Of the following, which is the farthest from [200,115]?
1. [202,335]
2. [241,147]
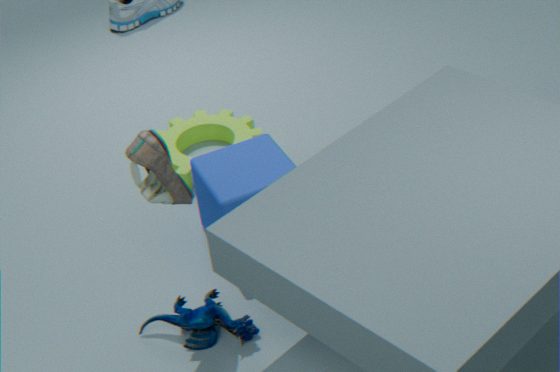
[202,335]
